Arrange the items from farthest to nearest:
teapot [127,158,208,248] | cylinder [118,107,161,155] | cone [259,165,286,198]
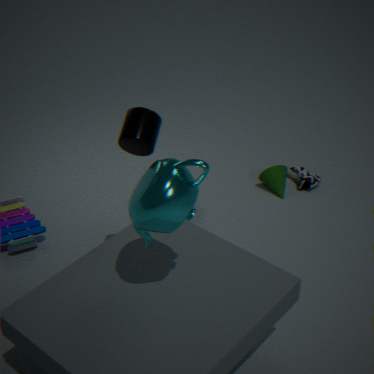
cone [259,165,286,198]
cylinder [118,107,161,155]
teapot [127,158,208,248]
